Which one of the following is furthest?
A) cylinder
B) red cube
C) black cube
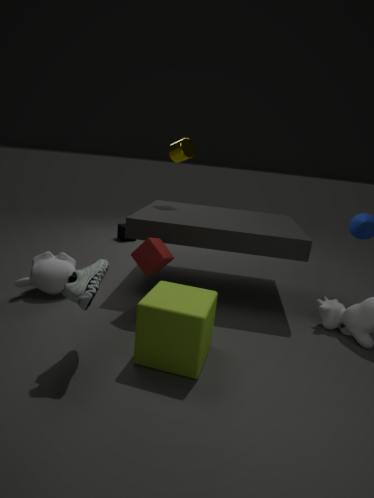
black cube
